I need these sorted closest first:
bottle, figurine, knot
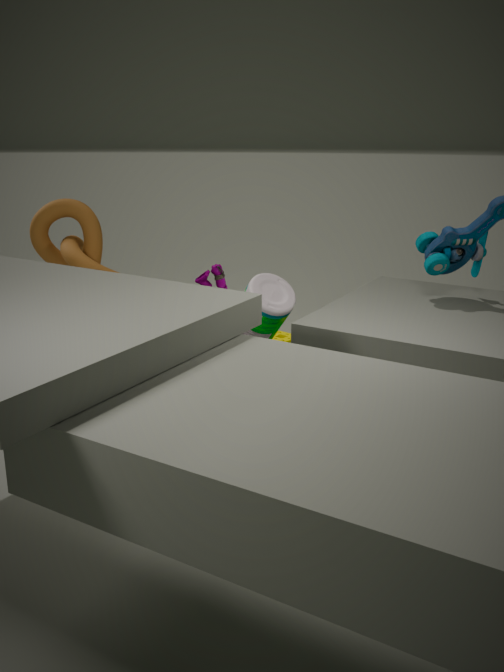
1. knot
2. figurine
3. bottle
